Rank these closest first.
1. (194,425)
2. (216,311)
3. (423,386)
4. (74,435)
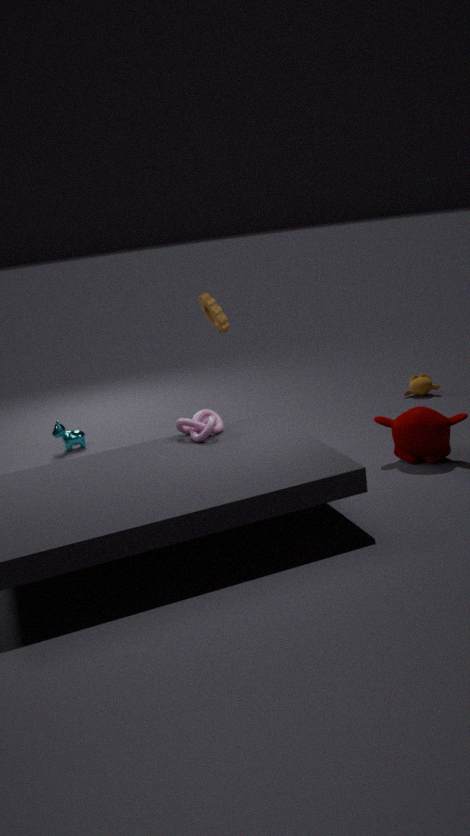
1. (194,425)
2. (216,311)
3. (74,435)
4. (423,386)
